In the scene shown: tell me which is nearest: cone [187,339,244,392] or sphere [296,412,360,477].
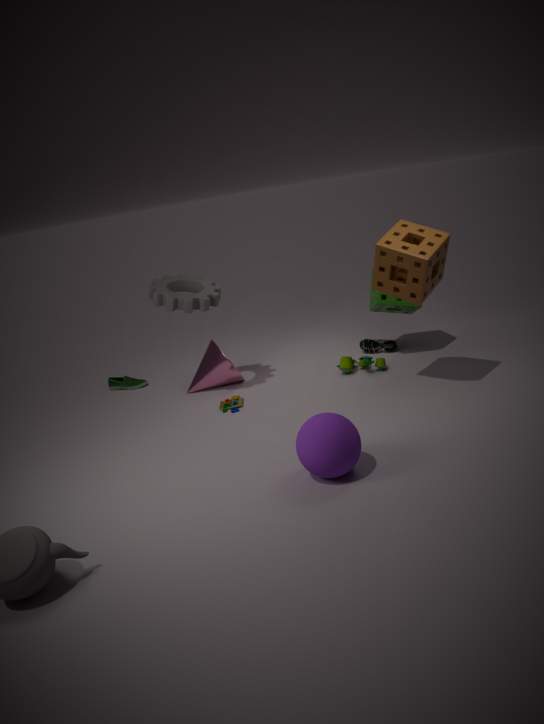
sphere [296,412,360,477]
